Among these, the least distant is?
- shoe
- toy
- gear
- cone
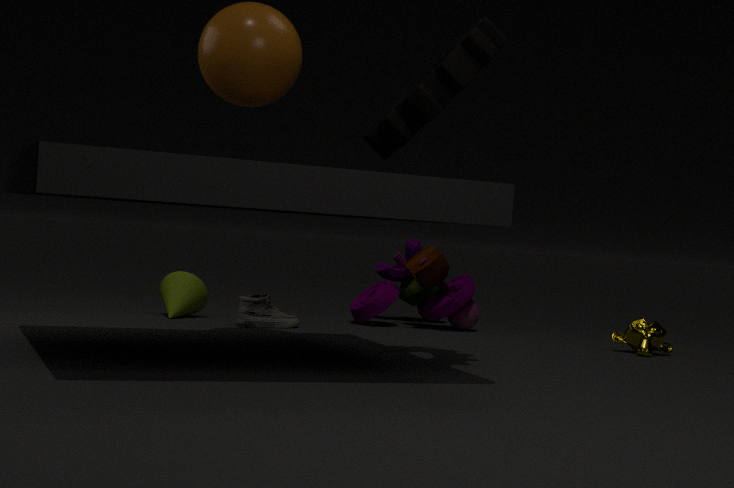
gear
